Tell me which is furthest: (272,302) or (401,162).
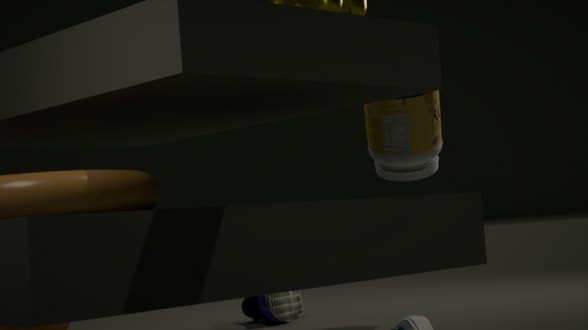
(272,302)
